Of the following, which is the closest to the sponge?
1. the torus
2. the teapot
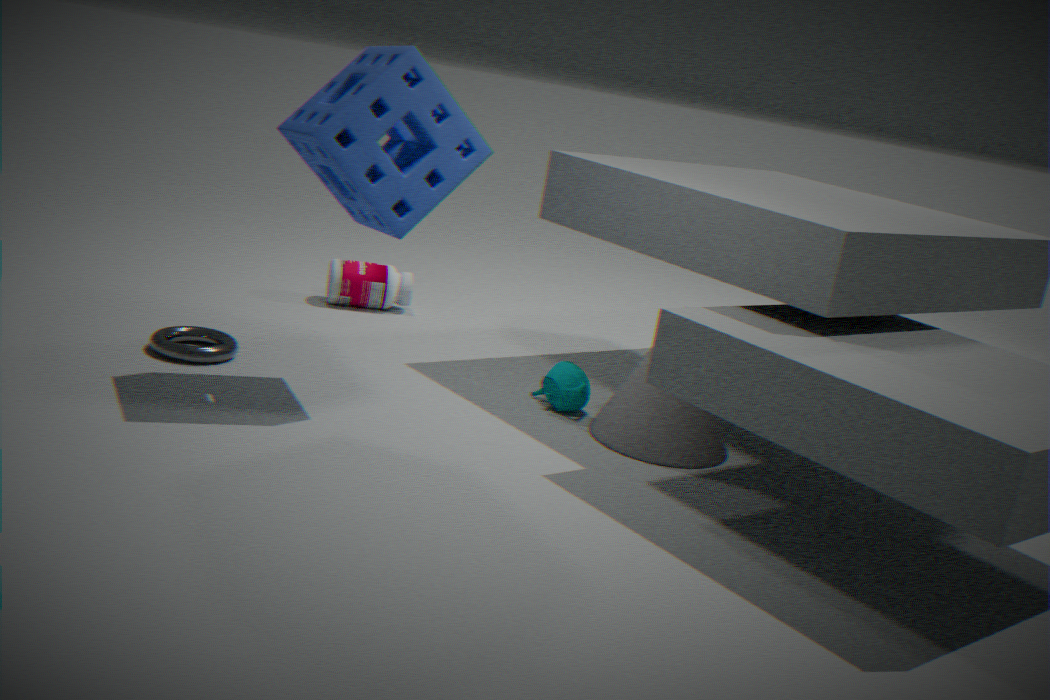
the torus
